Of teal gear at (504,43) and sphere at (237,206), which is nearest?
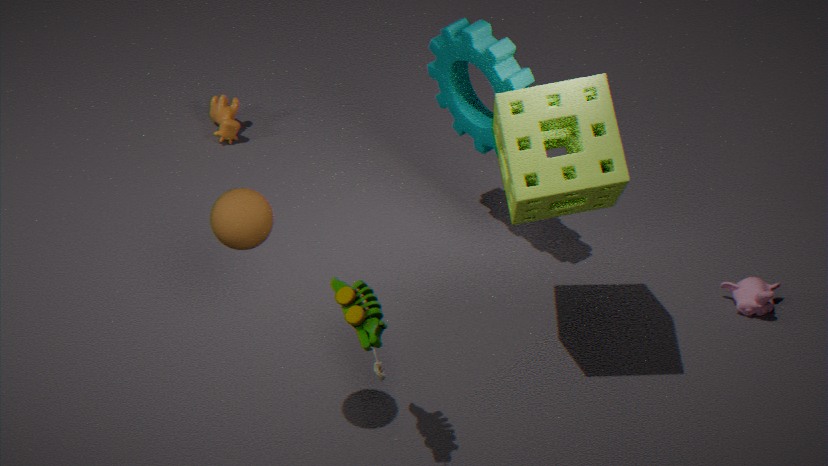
sphere at (237,206)
